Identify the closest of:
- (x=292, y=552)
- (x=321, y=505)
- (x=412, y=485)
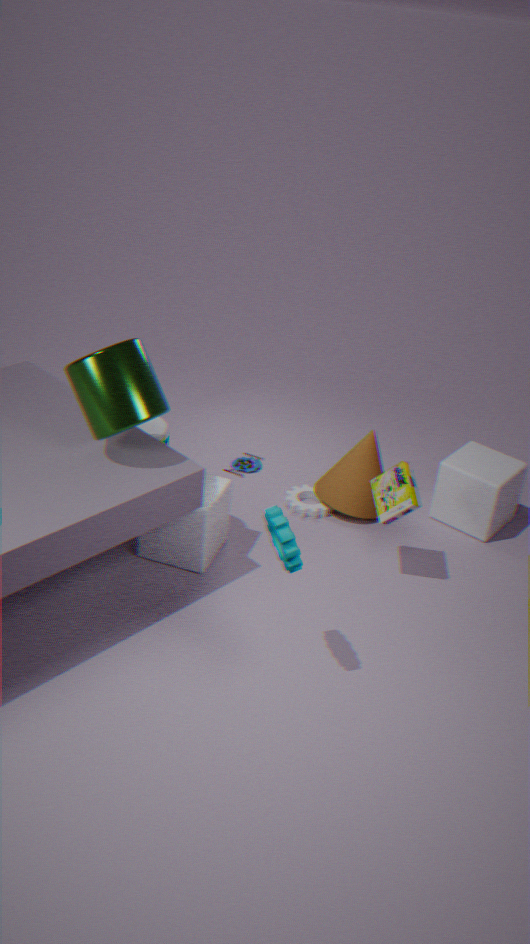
(x=292, y=552)
